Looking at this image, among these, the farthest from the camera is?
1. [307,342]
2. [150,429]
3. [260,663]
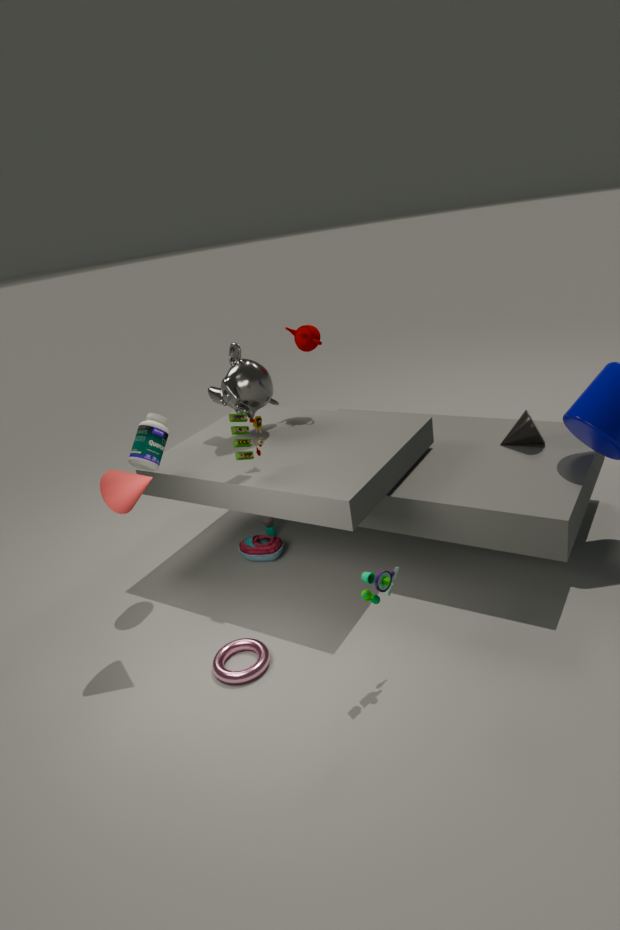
[307,342]
